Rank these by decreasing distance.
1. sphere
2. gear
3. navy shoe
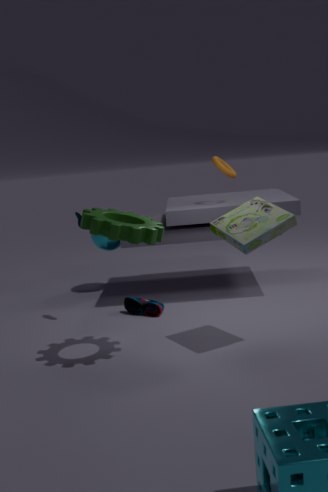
1. sphere
2. navy shoe
3. gear
